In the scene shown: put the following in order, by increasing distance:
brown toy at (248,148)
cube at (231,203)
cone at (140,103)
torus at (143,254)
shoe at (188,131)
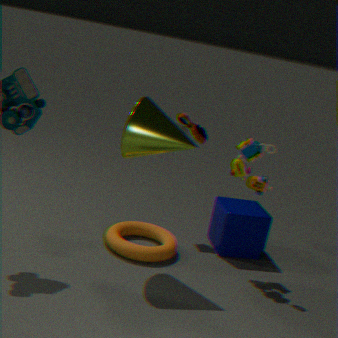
cone at (140,103), brown toy at (248,148), torus at (143,254), cube at (231,203), shoe at (188,131)
